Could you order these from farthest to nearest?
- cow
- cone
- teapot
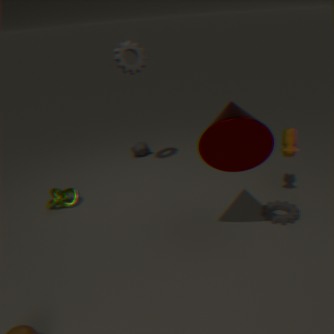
1. teapot
2. cow
3. cone
